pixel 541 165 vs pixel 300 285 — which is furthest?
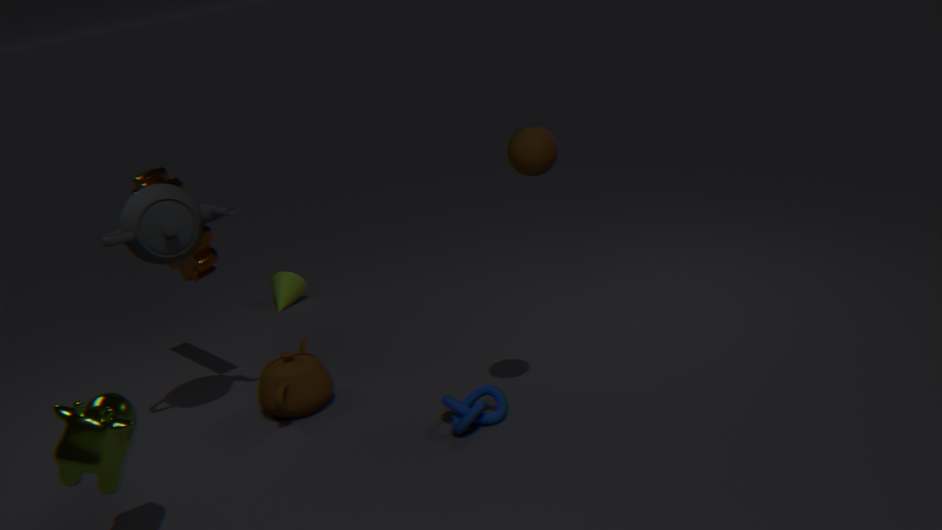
pixel 300 285
